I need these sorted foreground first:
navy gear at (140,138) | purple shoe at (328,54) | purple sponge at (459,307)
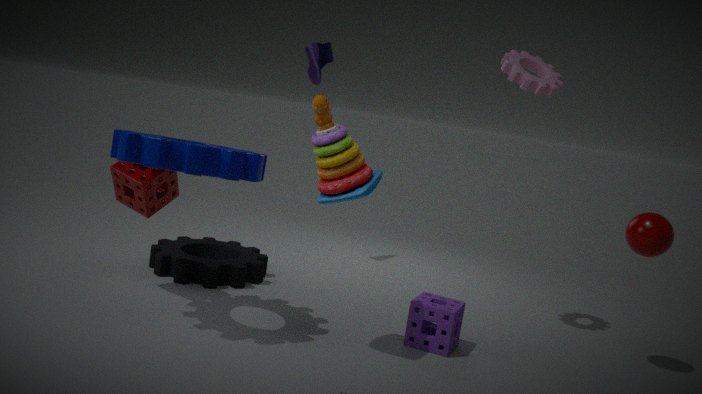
navy gear at (140,138)
purple sponge at (459,307)
purple shoe at (328,54)
